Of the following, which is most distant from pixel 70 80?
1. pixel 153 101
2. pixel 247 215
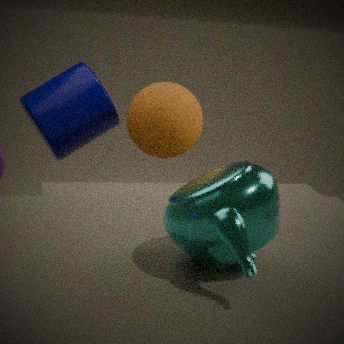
pixel 247 215
